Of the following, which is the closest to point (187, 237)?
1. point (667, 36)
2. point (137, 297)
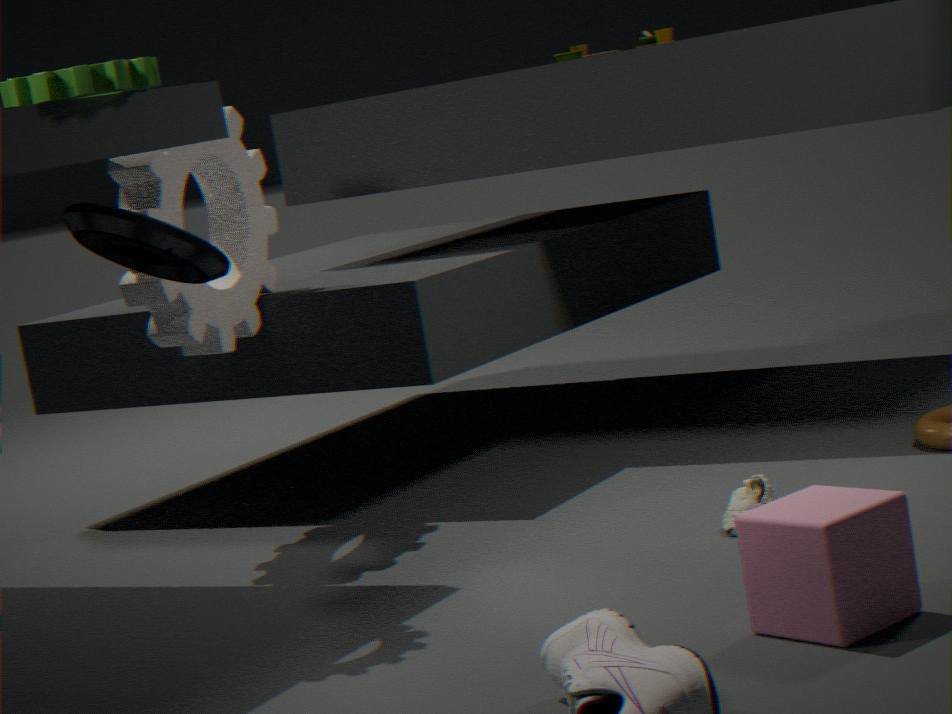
point (137, 297)
